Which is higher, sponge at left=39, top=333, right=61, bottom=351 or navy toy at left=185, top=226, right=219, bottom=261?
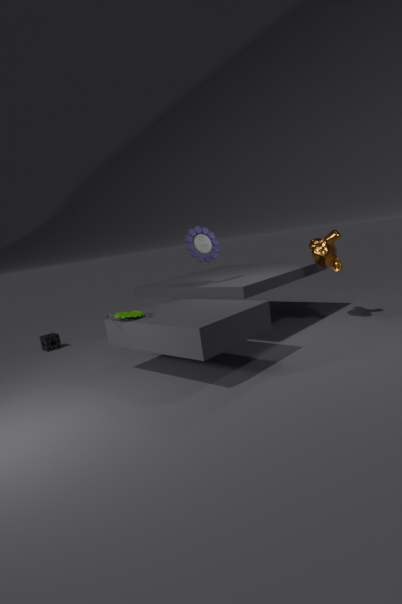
navy toy at left=185, top=226, right=219, bottom=261
